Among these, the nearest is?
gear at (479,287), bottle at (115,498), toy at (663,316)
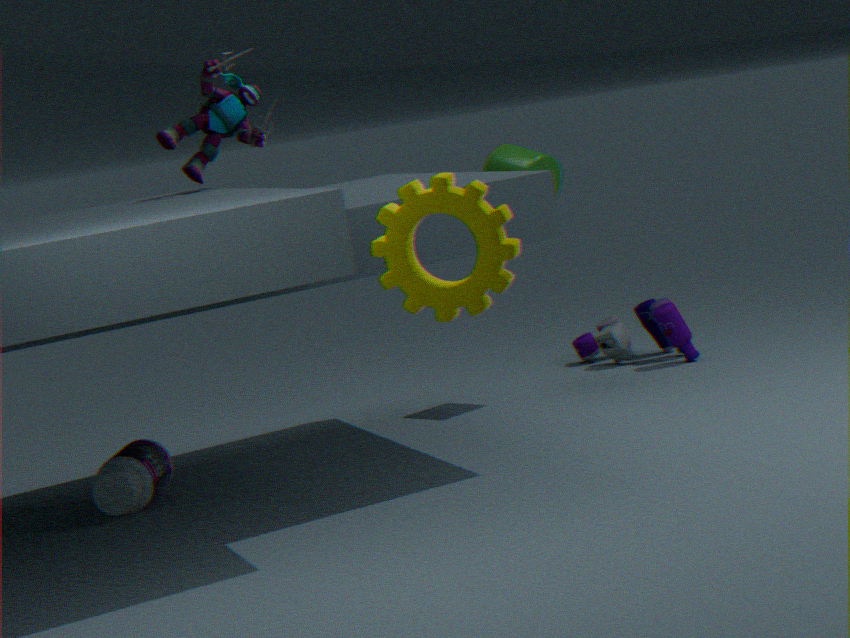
gear at (479,287)
